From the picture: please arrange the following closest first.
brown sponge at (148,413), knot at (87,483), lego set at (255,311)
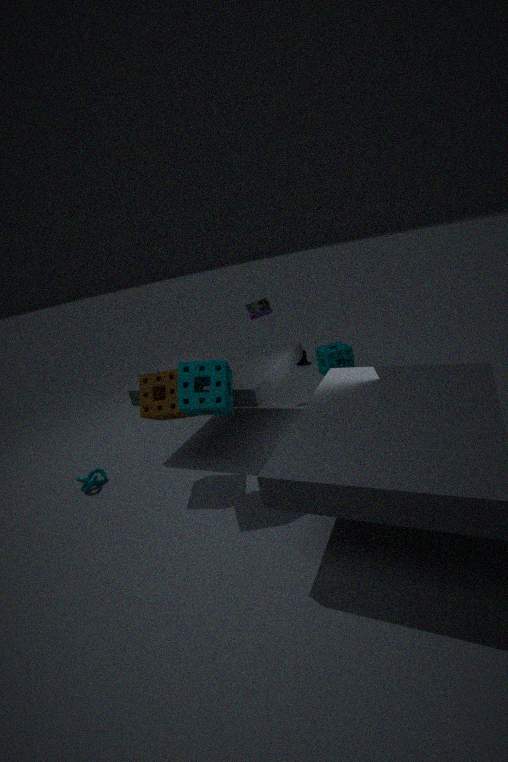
brown sponge at (148,413) < knot at (87,483) < lego set at (255,311)
